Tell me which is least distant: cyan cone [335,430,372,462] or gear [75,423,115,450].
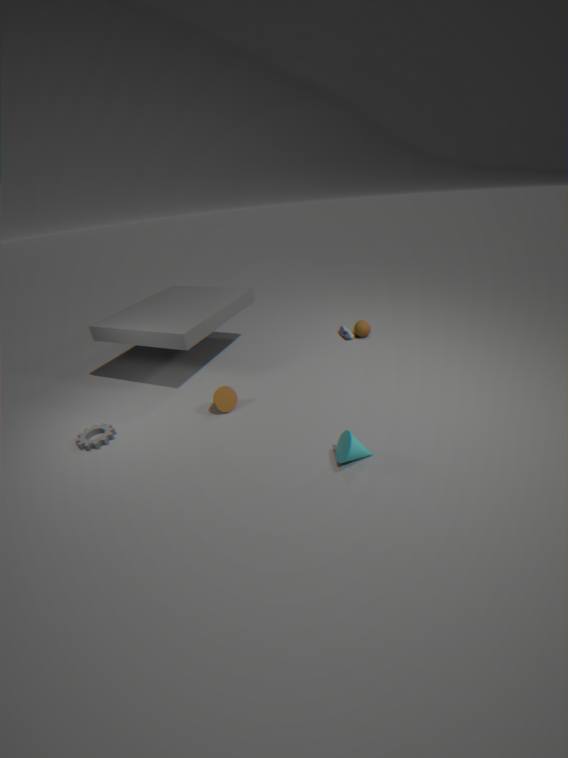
cyan cone [335,430,372,462]
